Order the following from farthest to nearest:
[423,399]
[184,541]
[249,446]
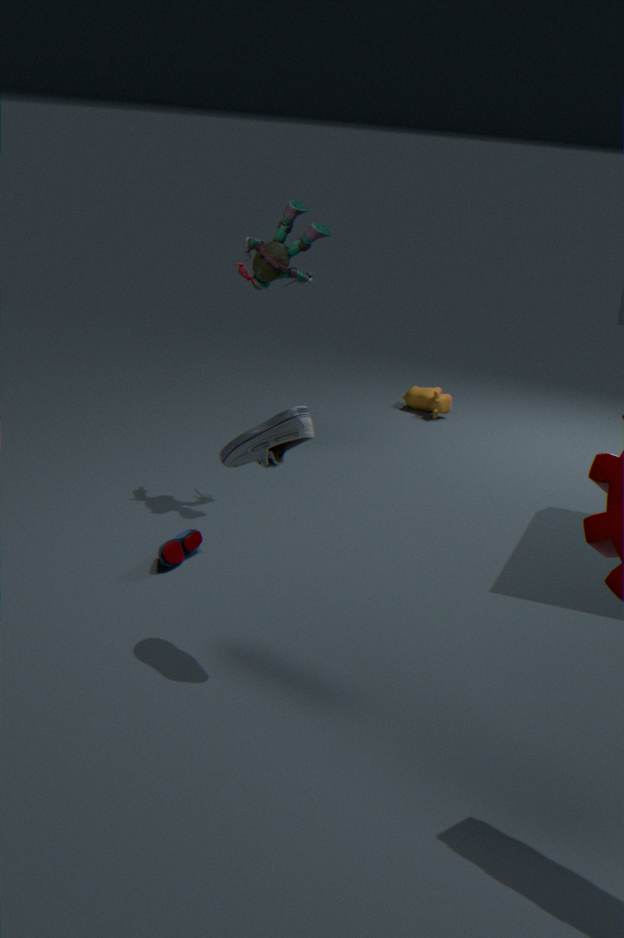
[423,399], [184,541], [249,446]
